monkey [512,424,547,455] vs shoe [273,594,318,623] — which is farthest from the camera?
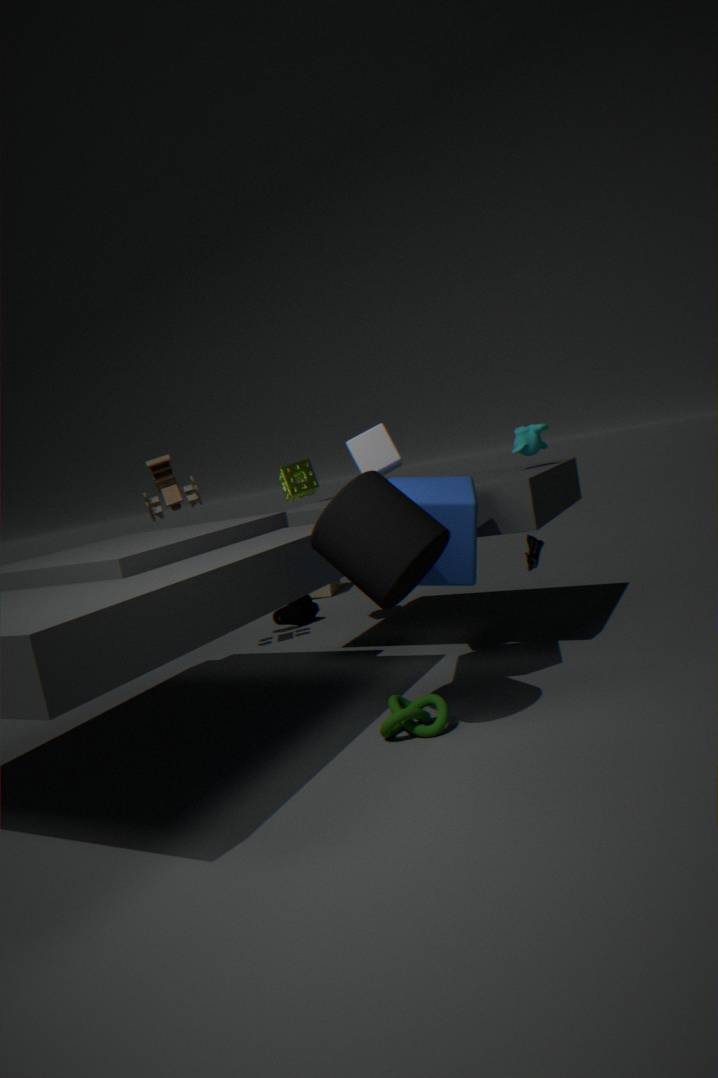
shoe [273,594,318,623]
